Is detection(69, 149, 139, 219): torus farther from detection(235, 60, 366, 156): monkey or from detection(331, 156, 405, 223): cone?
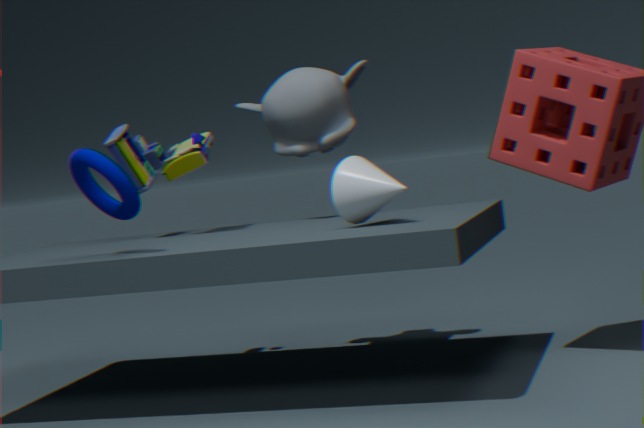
detection(235, 60, 366, 156): monkey
